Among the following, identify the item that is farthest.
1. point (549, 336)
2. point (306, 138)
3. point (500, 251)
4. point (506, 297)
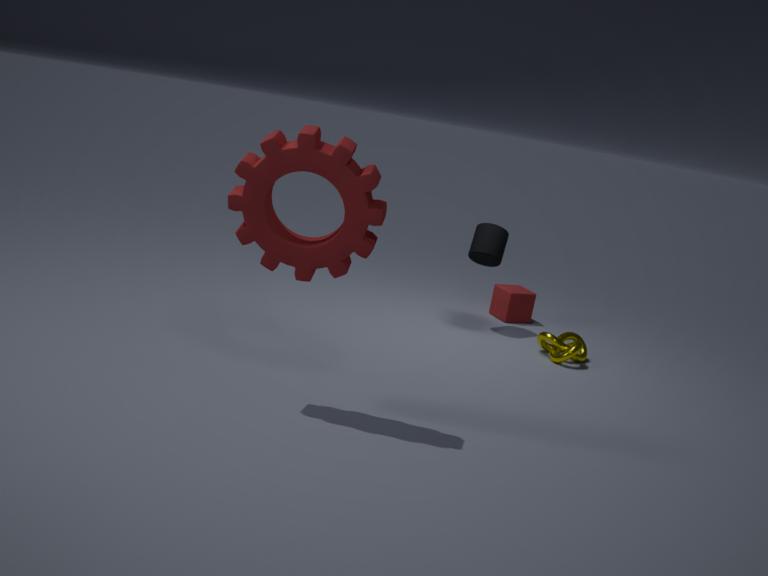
point (506, 297)
